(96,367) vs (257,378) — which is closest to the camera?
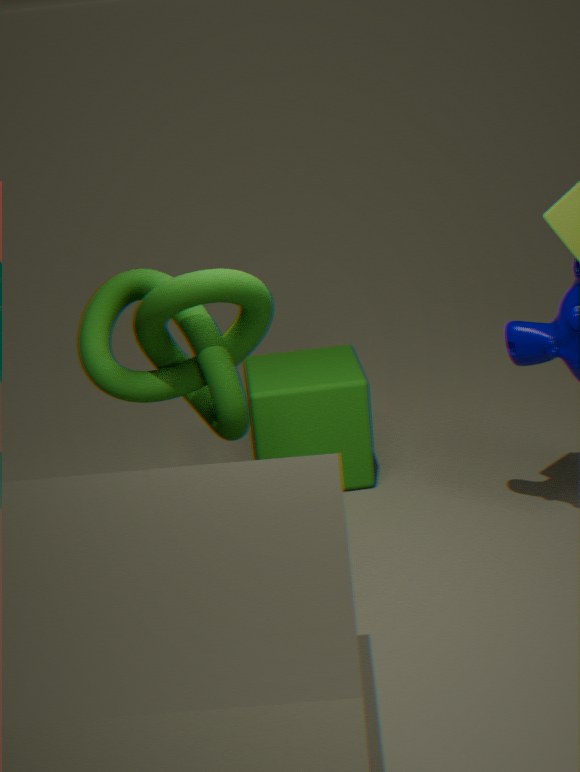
(96,367)
